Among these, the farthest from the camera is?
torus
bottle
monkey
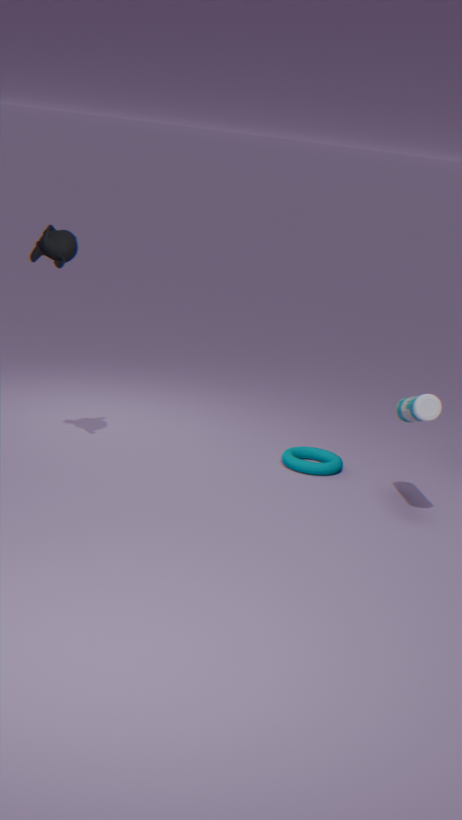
torus
